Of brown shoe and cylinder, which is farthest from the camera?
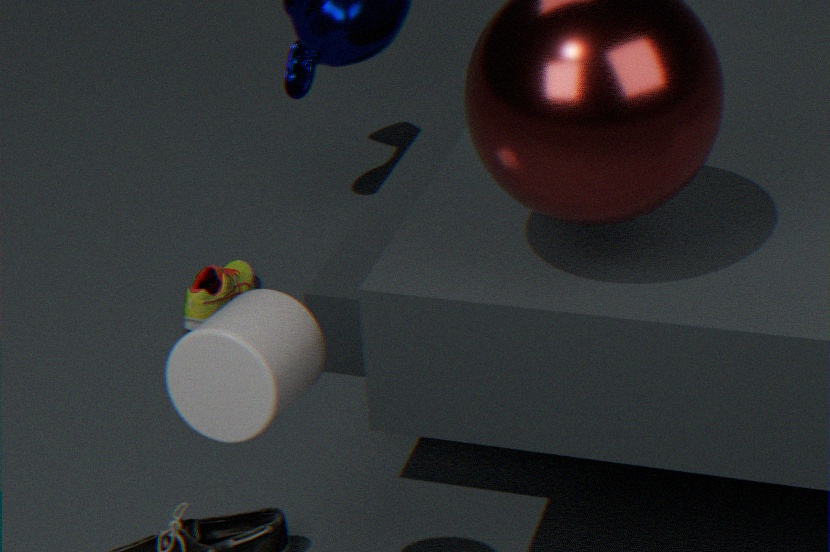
brown shoe
